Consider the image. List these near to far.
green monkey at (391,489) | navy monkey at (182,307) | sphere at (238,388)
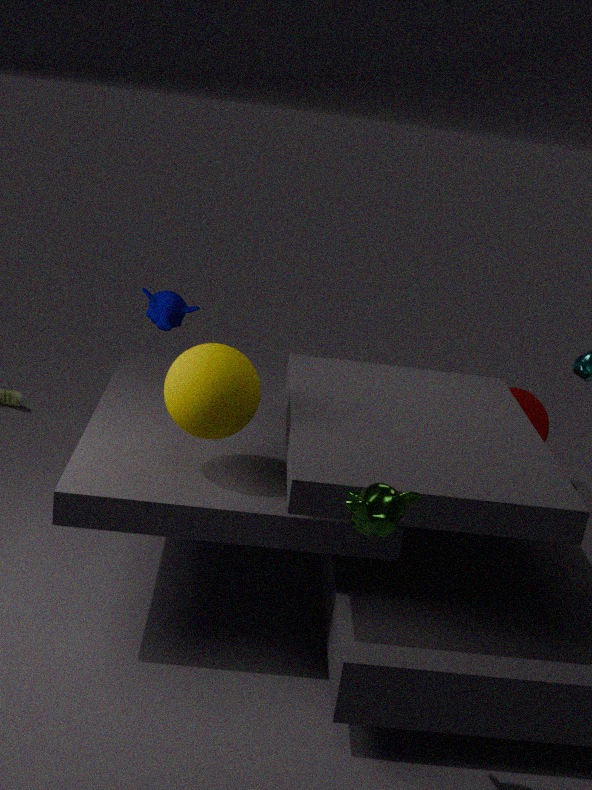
green monkey at (391,489) → sphere at (238,388) → navy monkey at (182,307)
